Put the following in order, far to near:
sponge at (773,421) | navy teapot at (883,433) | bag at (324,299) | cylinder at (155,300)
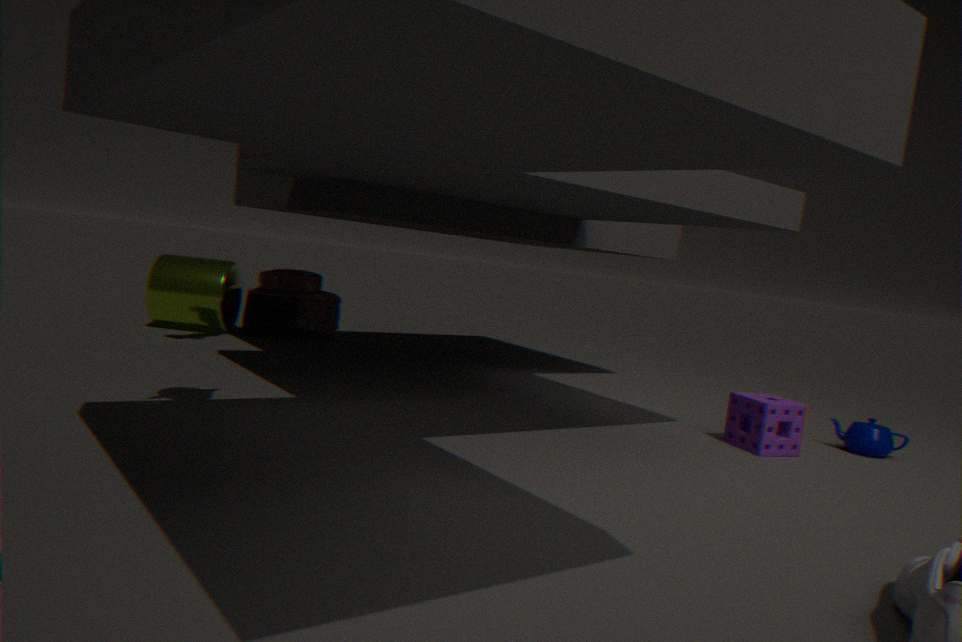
bag at (324,299) → cylinder at (155,300) → navy teapot at (883,433) → sponge at (773,421)
